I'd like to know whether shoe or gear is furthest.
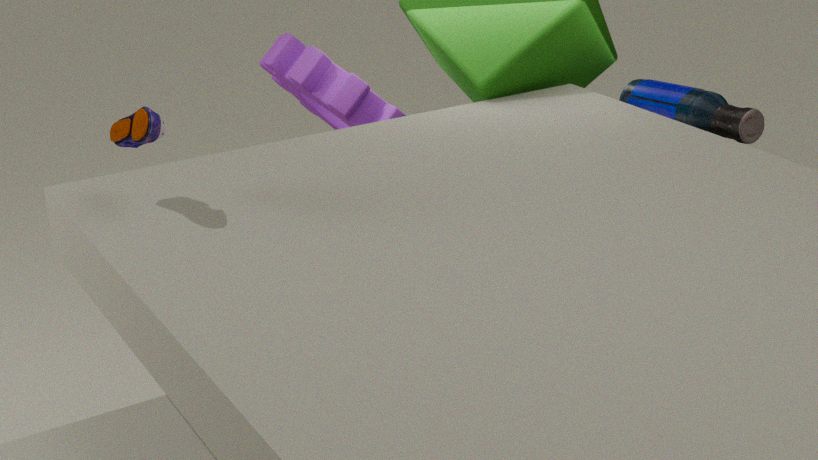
gear
